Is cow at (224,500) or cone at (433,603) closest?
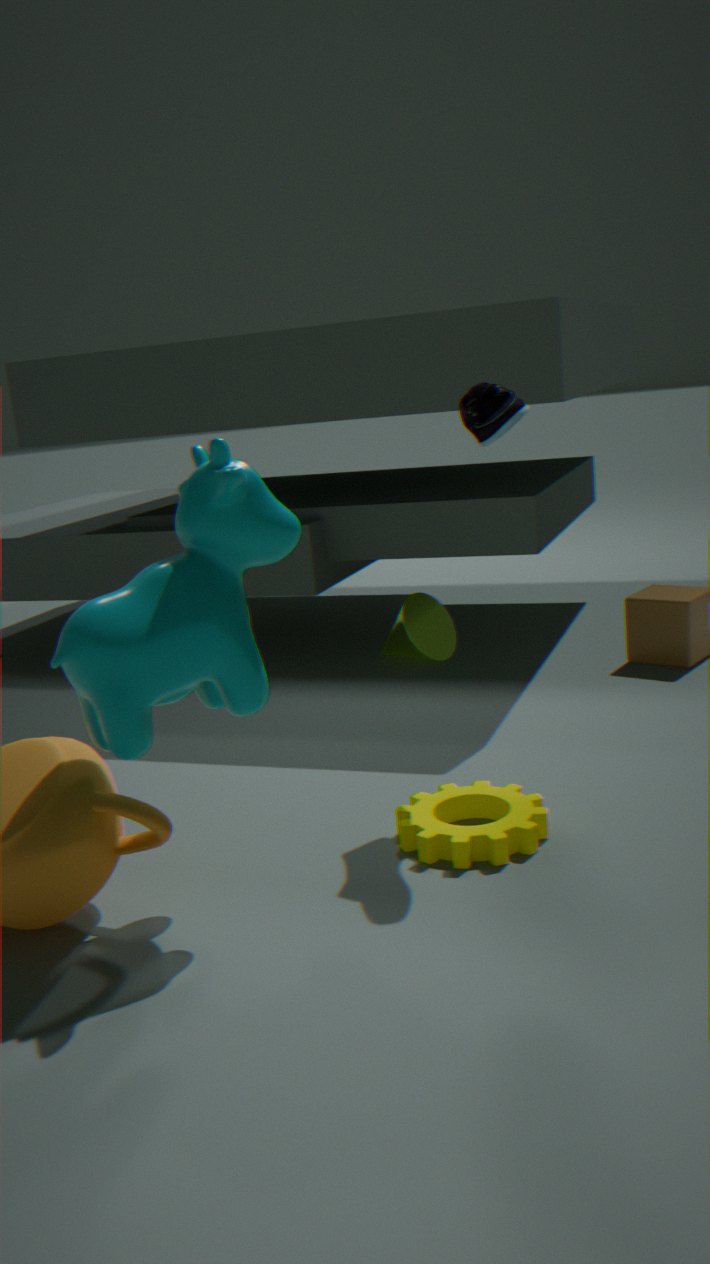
cow at (224,500)
